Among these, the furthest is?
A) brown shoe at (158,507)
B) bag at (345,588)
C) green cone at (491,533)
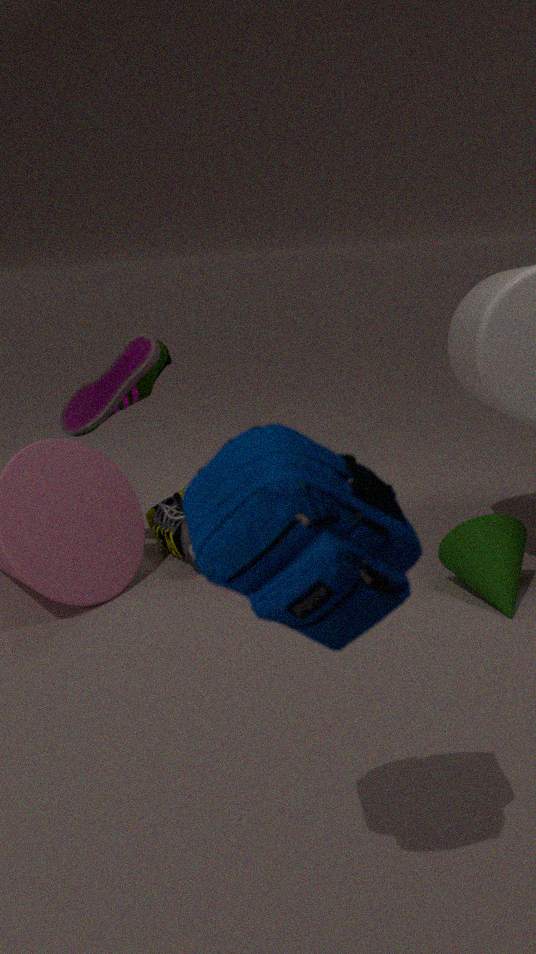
brown shoe at (158,507)
